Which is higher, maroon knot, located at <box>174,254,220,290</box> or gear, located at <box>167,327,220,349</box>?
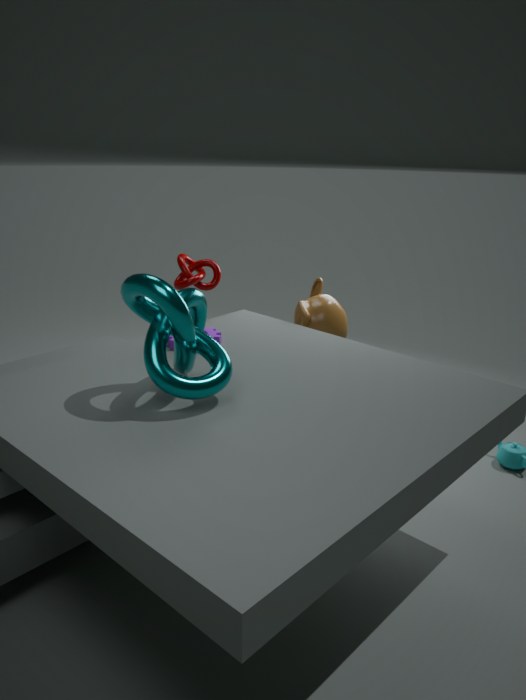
maroon knot, located at <box>174,254,220,290</box>
